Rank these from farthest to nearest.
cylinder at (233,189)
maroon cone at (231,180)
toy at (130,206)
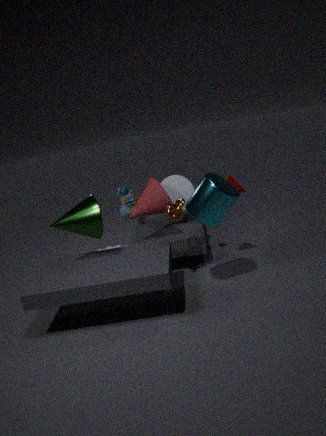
1. toy at (130,206)
2. maroon cone at (231,180)
3. cylinder at (233,189)
